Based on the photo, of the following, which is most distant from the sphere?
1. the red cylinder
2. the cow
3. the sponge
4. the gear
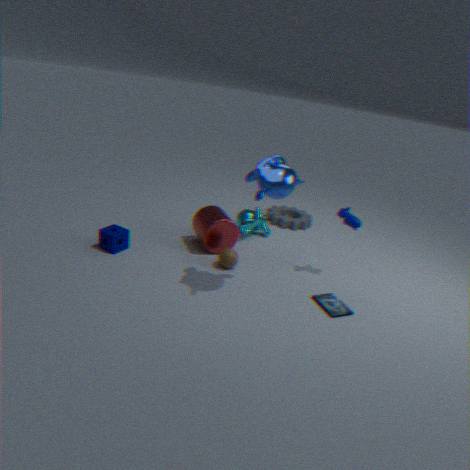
the gear
